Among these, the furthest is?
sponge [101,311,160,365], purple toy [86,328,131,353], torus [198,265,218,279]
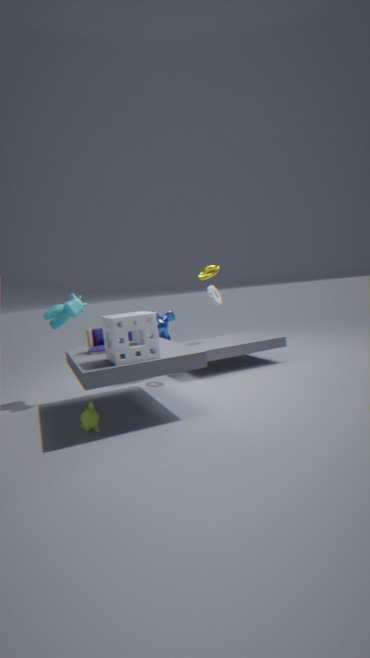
torus [198,265,218,279]
